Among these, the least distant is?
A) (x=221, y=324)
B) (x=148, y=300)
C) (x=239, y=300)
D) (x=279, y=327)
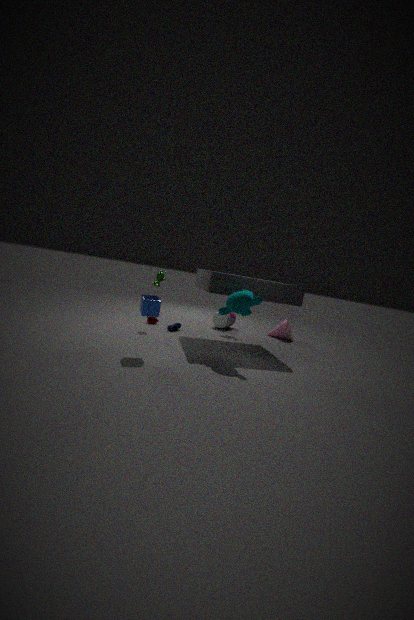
(x=148, y=300)
